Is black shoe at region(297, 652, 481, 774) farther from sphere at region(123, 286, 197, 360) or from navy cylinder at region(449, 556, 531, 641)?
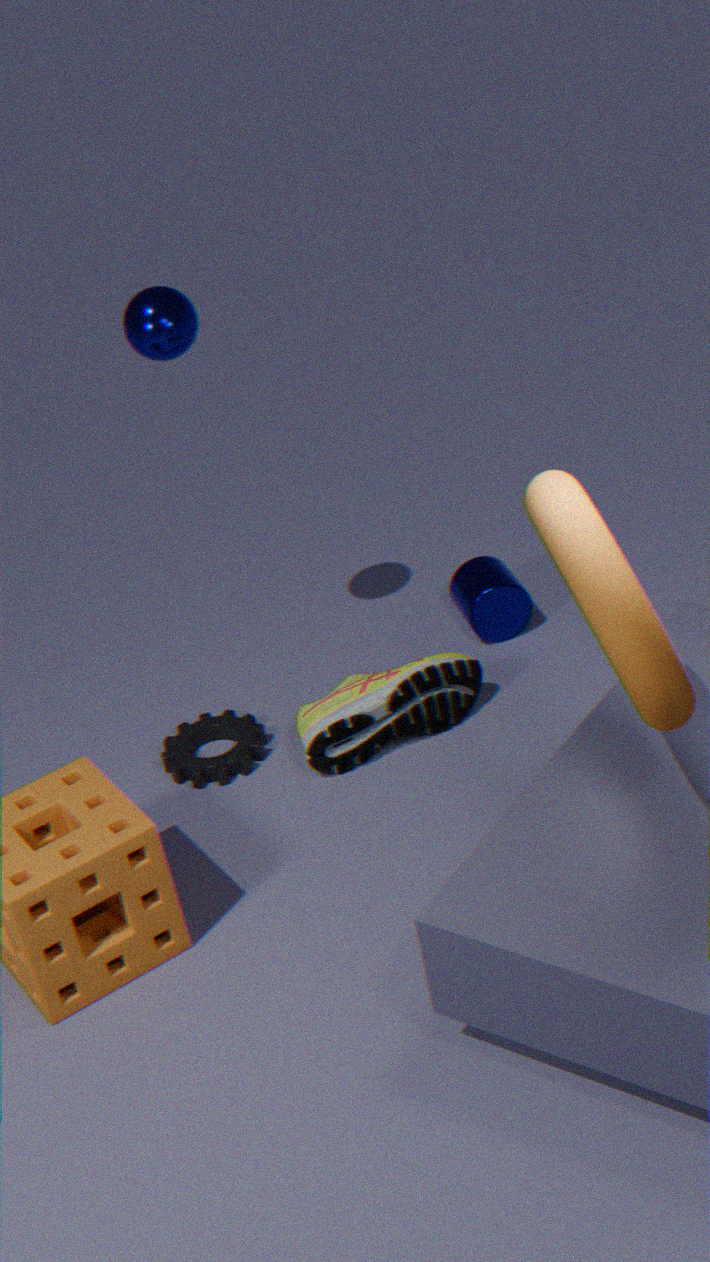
sphere at region(123, 286, 197, 360)
